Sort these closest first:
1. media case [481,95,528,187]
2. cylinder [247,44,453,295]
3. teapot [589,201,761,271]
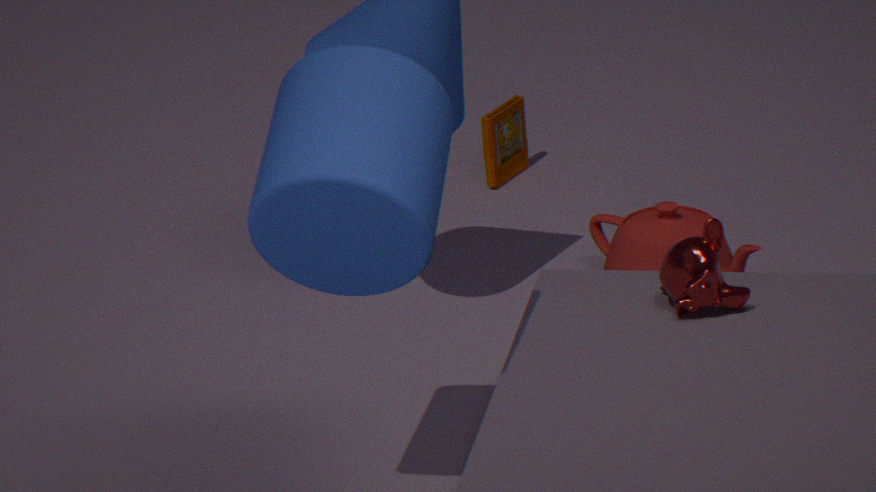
cylinder [247,44,453,295] → teapot [589,201,761,271] → media case [481,95,528,187]
